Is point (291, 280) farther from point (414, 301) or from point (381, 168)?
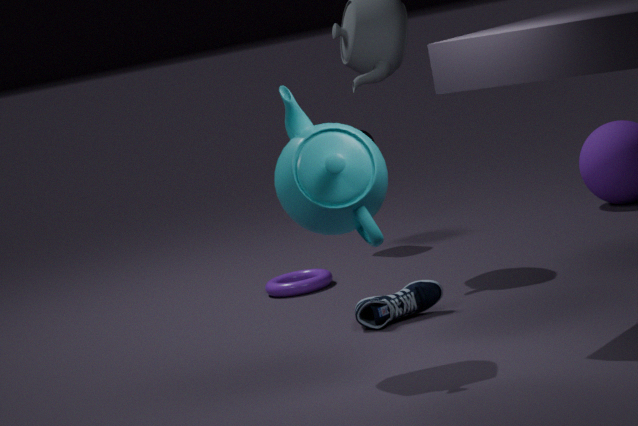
point (381, 168)
